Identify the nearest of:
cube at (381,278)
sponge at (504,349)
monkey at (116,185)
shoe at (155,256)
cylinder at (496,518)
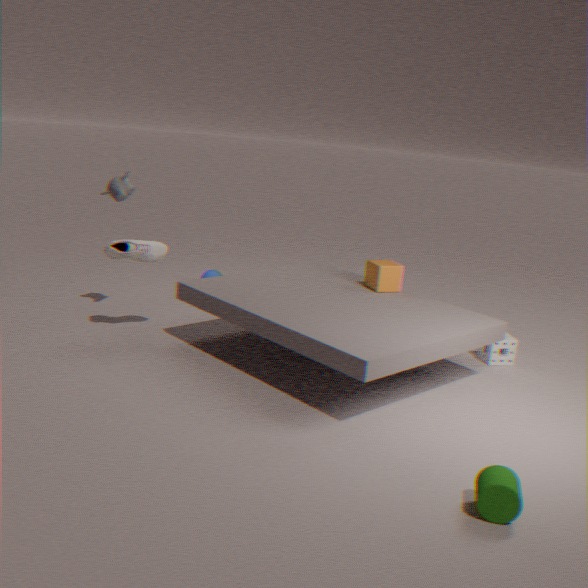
cylinder at (496,518)
